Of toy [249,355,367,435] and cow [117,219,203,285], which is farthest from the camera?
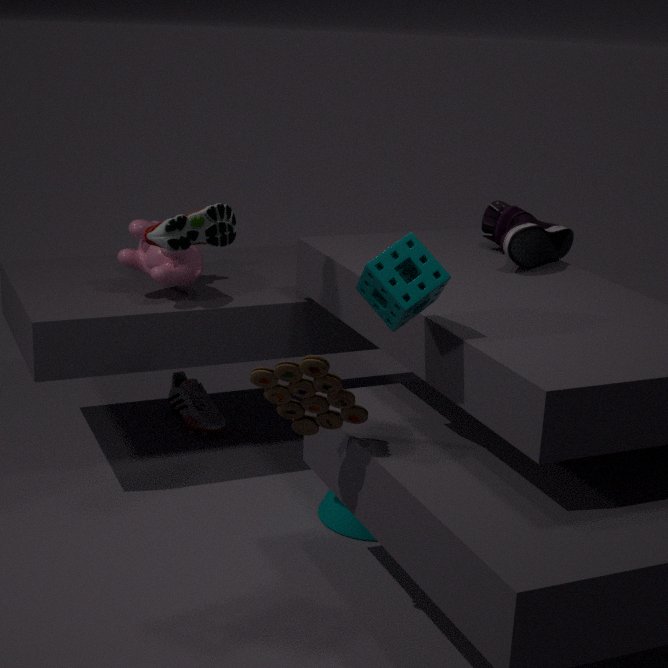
cow [117,219,203,285]
